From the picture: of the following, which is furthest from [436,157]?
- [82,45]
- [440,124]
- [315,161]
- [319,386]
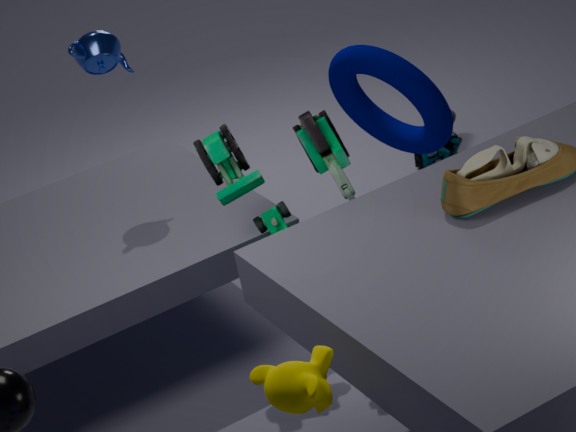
[319,386]
